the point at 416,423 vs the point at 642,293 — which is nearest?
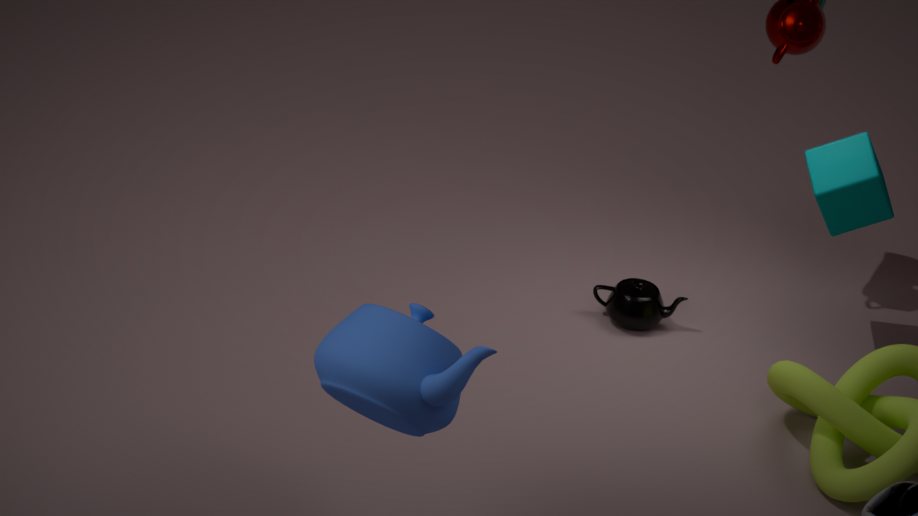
the point at 416,423
